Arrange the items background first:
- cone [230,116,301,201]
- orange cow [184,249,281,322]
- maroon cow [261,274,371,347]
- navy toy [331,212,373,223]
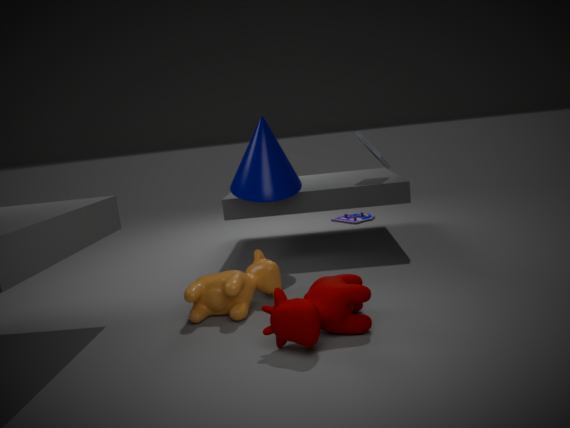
navy toy [331,212,373,223] < cone [230,116,301,201] < orange cow [184,249,281,322] < maroon cow [261,274,371,347]
